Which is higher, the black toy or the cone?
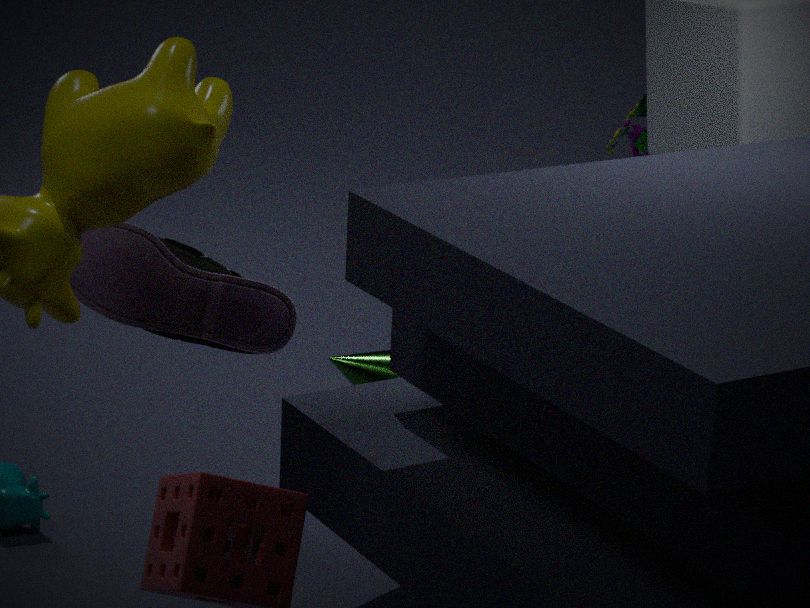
the black toy
